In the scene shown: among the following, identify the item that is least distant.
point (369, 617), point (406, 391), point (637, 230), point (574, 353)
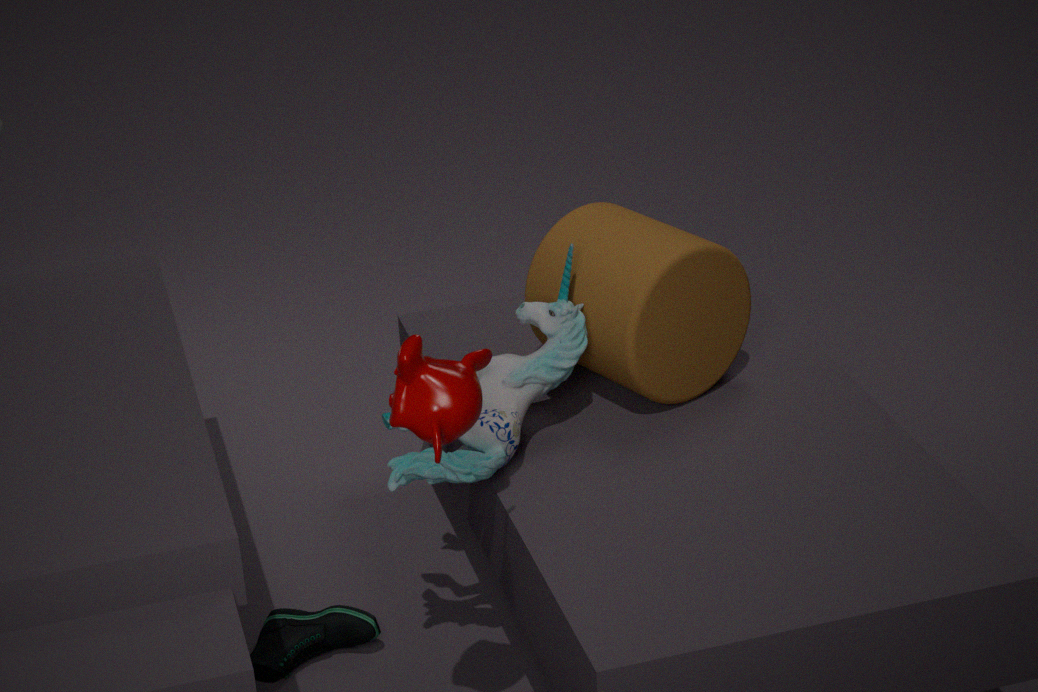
point (406, 391)
